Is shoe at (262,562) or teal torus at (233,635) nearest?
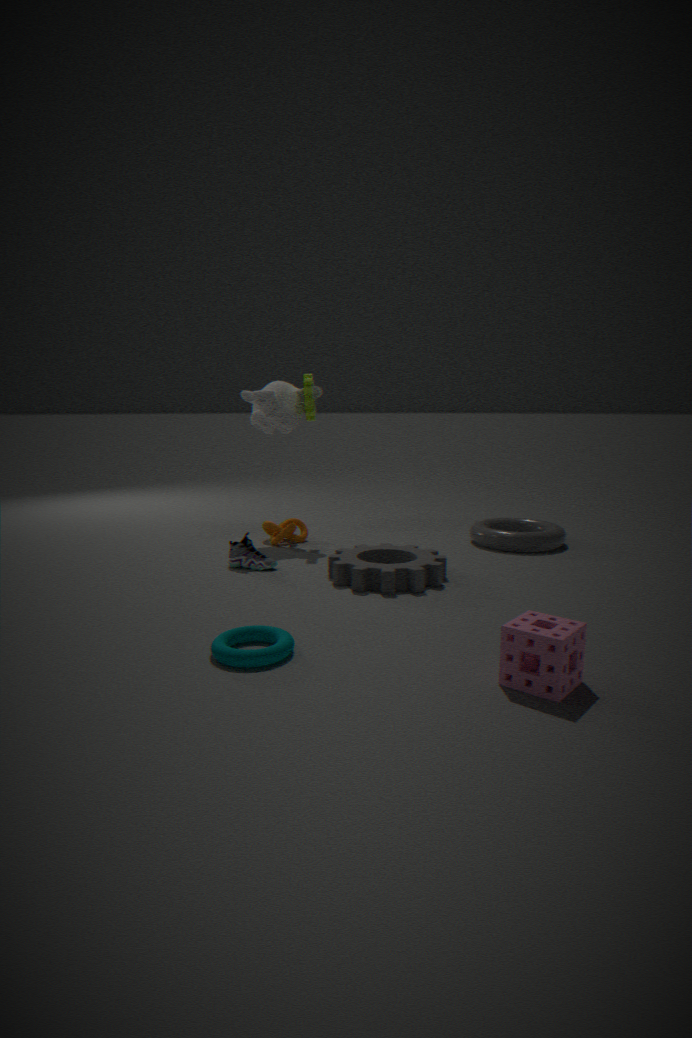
teal torus at (233,635)
